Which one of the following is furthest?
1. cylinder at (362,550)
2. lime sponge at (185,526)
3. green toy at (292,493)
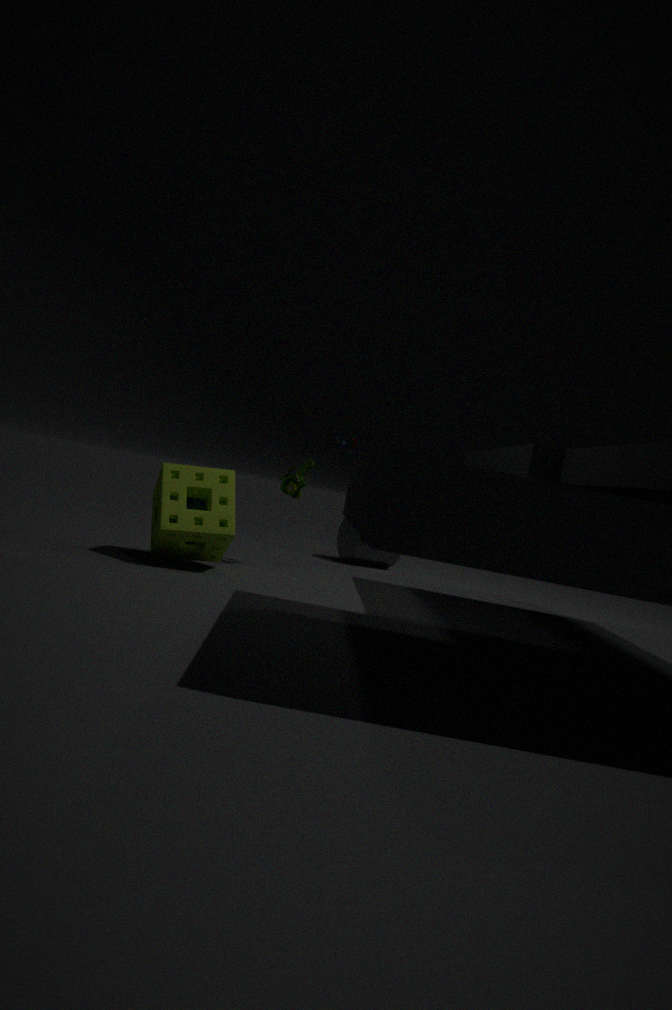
cylinder at (362,550)
